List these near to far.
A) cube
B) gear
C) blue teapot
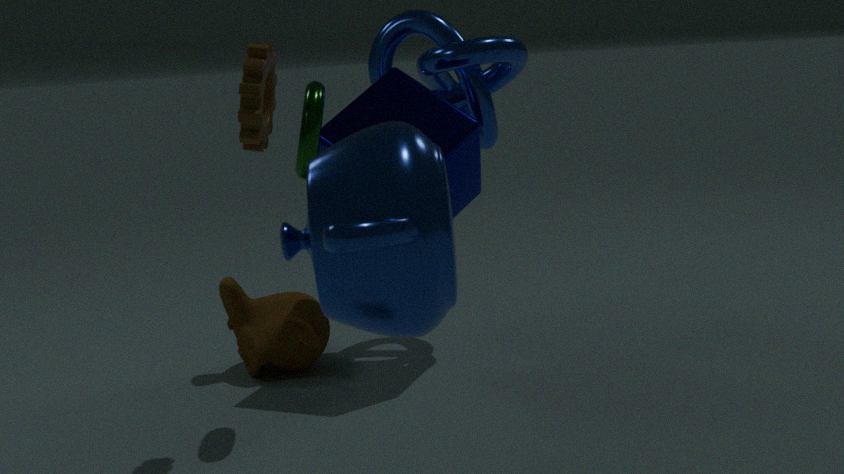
blue teapot → gear → cube
